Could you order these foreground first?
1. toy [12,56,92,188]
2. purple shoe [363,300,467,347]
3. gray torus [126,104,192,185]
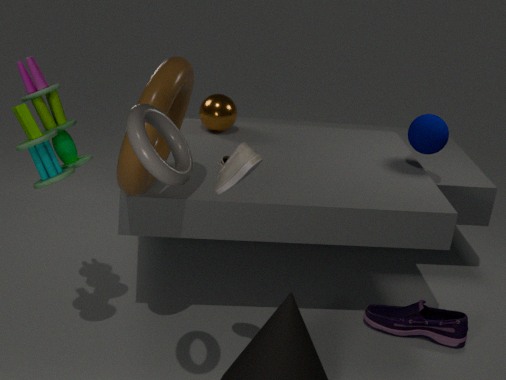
gray torus [126,104,192,185]
toy [12,56,92,188]
purple shoe [363,300,467,347]
